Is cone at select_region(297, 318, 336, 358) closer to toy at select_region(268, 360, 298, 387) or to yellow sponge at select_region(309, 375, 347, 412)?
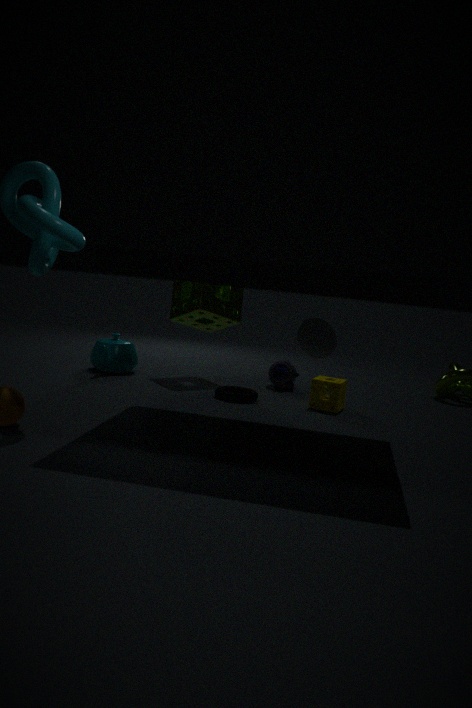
yellow sponge at select_region(309, 375, 347, 412)
